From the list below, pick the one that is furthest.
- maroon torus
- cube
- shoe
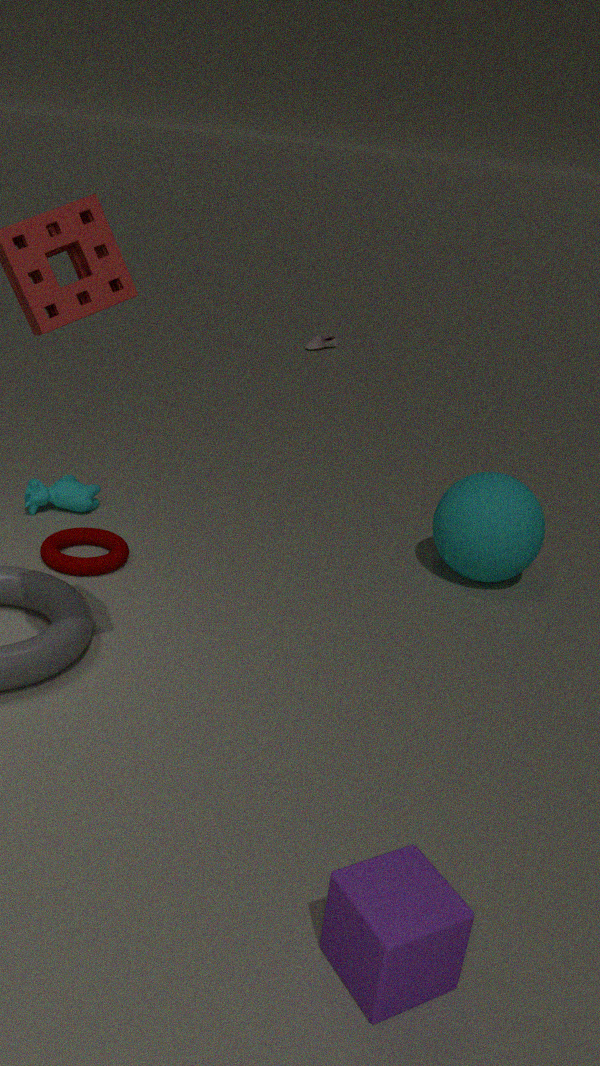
shoe
